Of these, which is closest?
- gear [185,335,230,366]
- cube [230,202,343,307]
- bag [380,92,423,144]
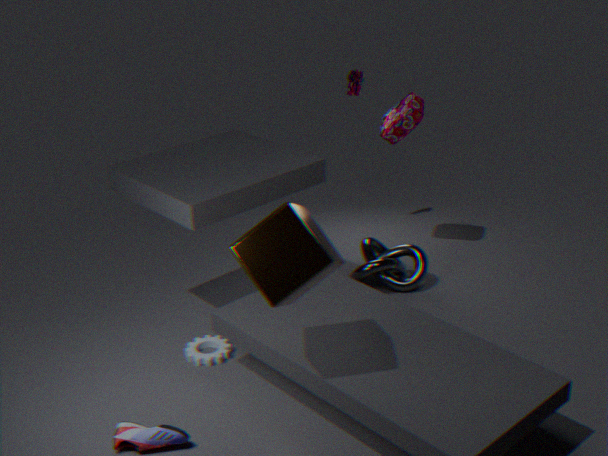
cube [230,202,343,307]
